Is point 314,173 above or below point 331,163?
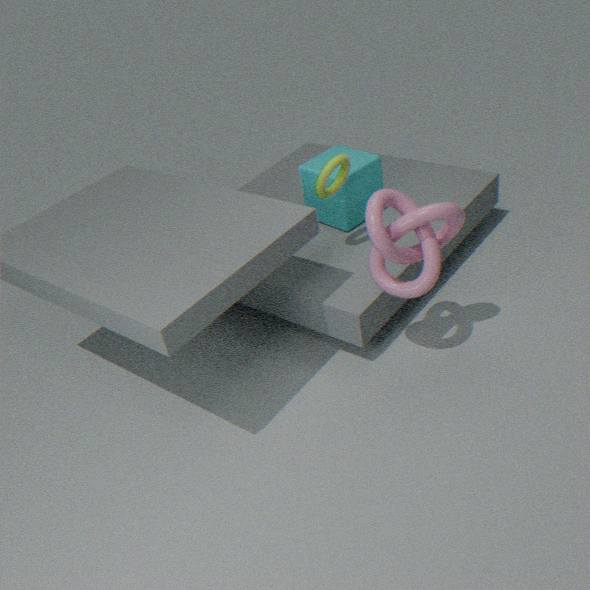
below
